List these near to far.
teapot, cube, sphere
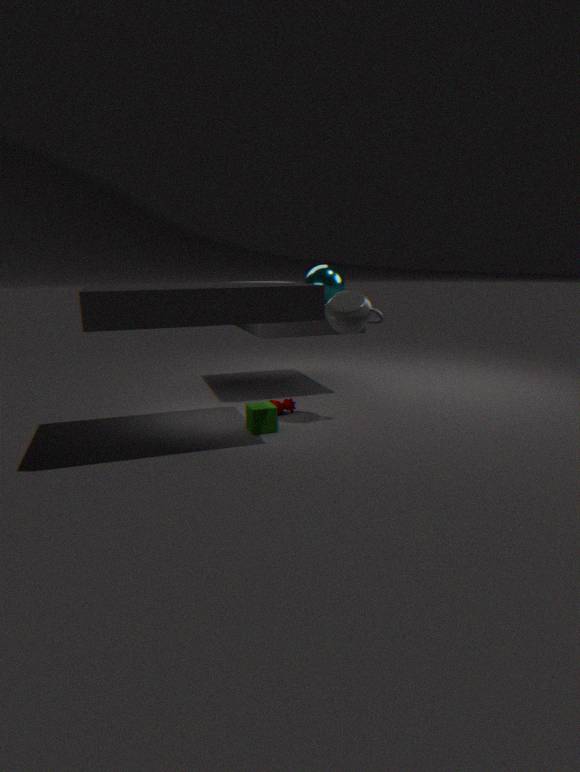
1. cube
2. teapot
3. sphere
